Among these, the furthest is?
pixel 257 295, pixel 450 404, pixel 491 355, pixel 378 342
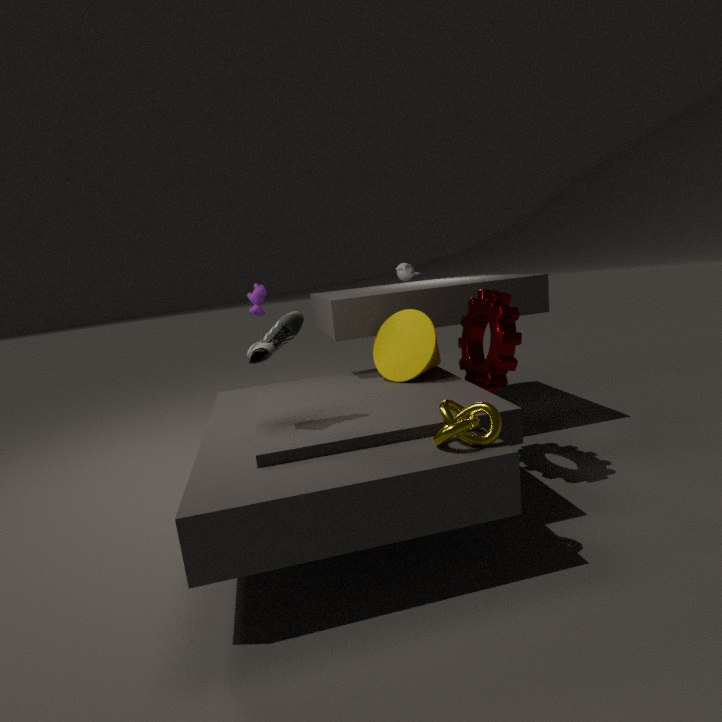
pixel 257 295
